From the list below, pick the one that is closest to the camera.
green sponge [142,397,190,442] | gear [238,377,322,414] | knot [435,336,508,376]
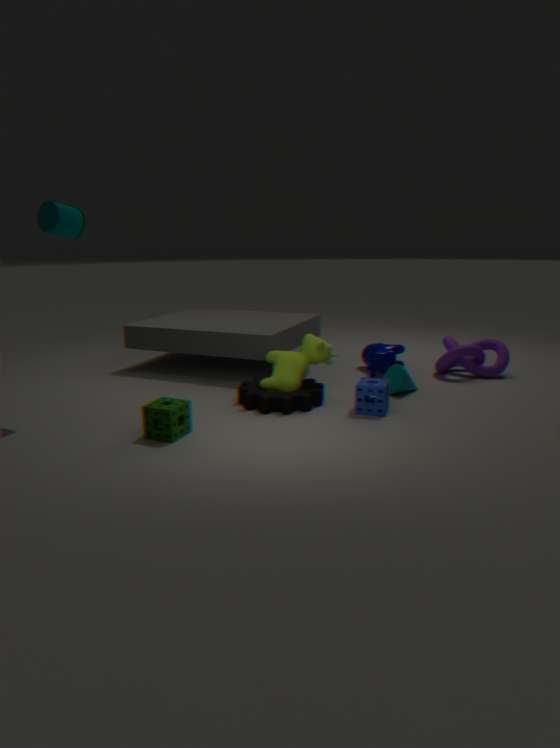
green sponge [142,397,190,442]
